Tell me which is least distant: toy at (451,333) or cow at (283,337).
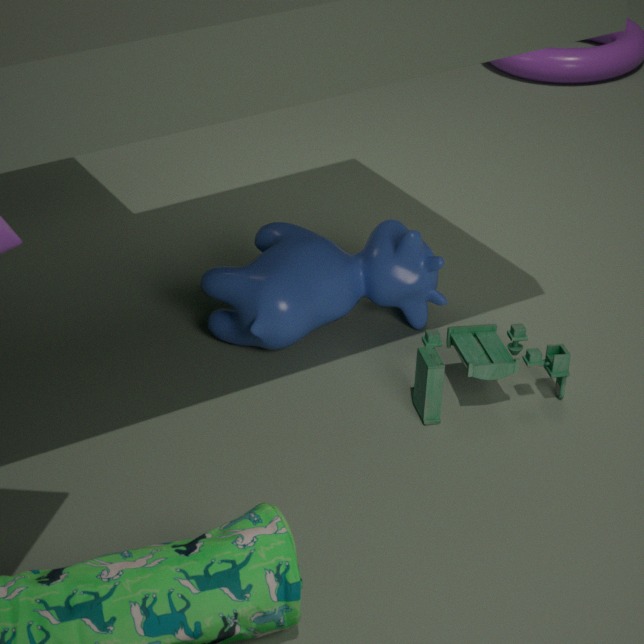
toy at (451,333)
